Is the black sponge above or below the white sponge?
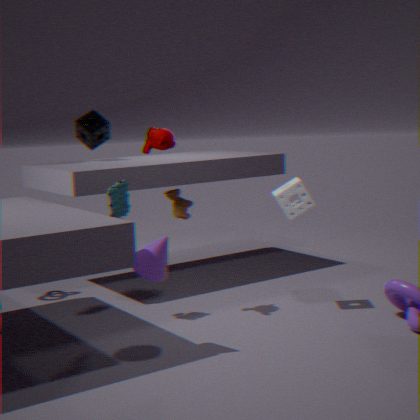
above
